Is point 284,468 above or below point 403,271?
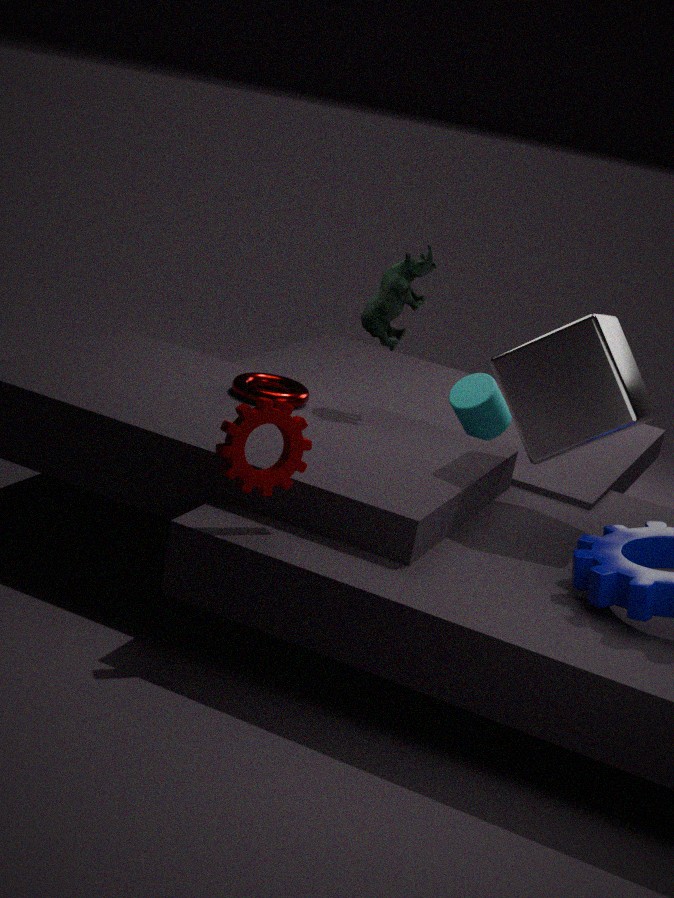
below
